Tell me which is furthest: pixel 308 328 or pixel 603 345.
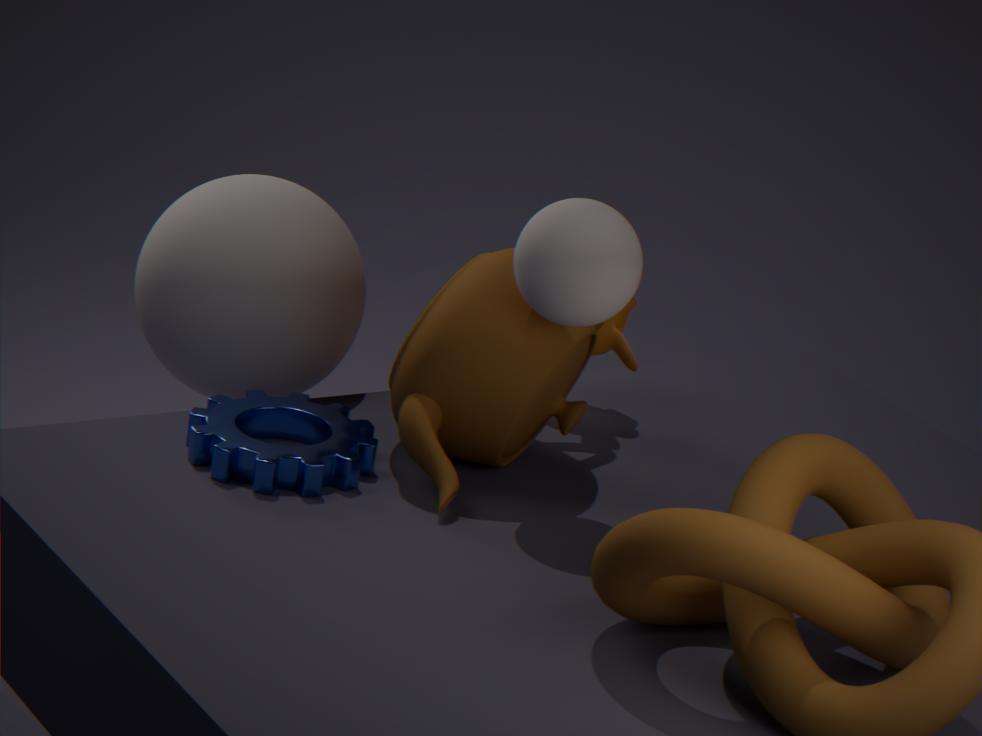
pixel 603 345
